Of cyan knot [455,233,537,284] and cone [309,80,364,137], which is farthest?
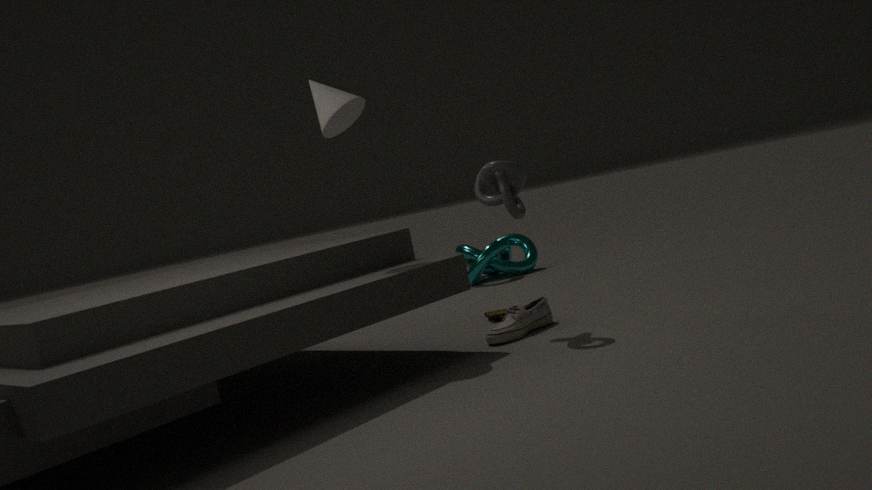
cyan knot [455,233,537,284]
